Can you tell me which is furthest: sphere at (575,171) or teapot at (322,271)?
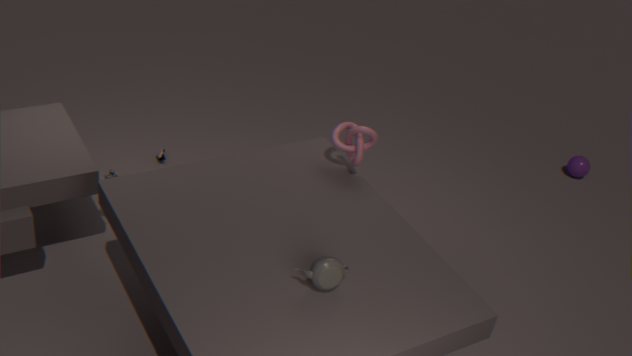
sphere at (575,171)
